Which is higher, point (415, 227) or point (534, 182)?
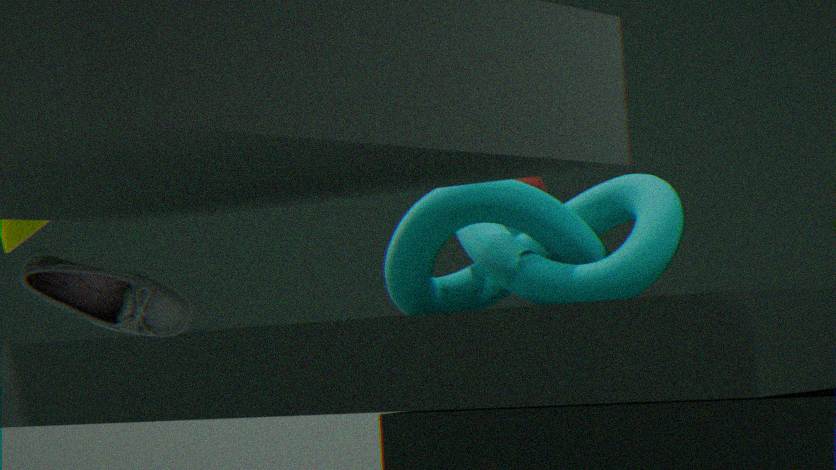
point (534, 182)
